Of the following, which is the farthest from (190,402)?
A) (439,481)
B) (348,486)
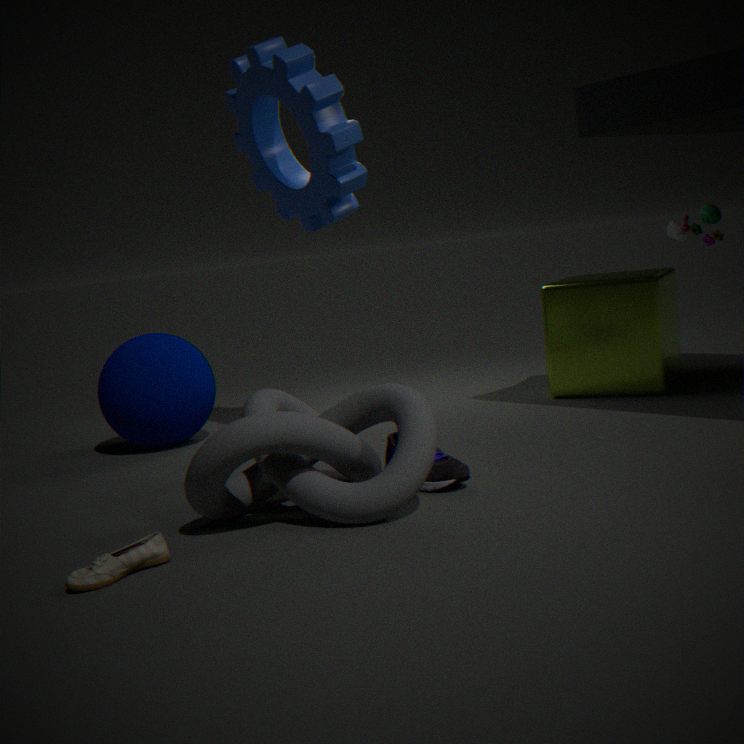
(439,481)
